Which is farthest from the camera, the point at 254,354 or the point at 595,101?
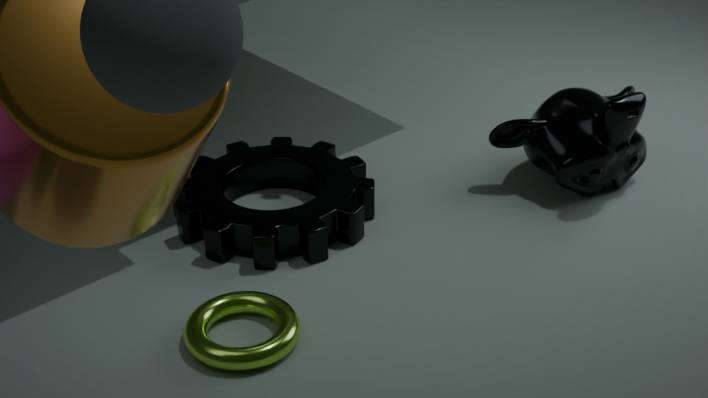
the point at 595,101
